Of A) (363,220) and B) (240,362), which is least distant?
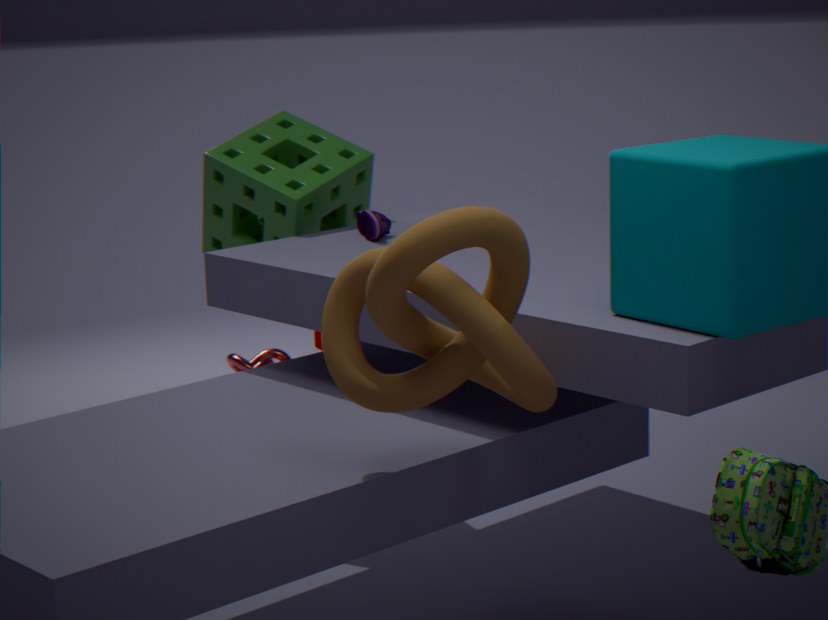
A. (363,220)
